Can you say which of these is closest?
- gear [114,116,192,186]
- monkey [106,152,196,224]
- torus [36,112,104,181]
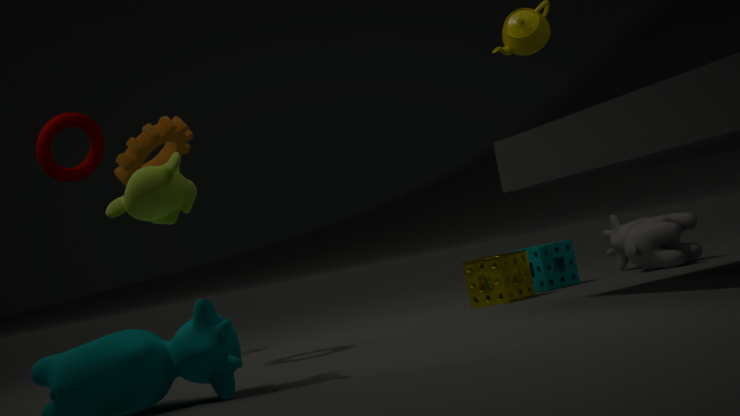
monkey [106,152,196,224]
